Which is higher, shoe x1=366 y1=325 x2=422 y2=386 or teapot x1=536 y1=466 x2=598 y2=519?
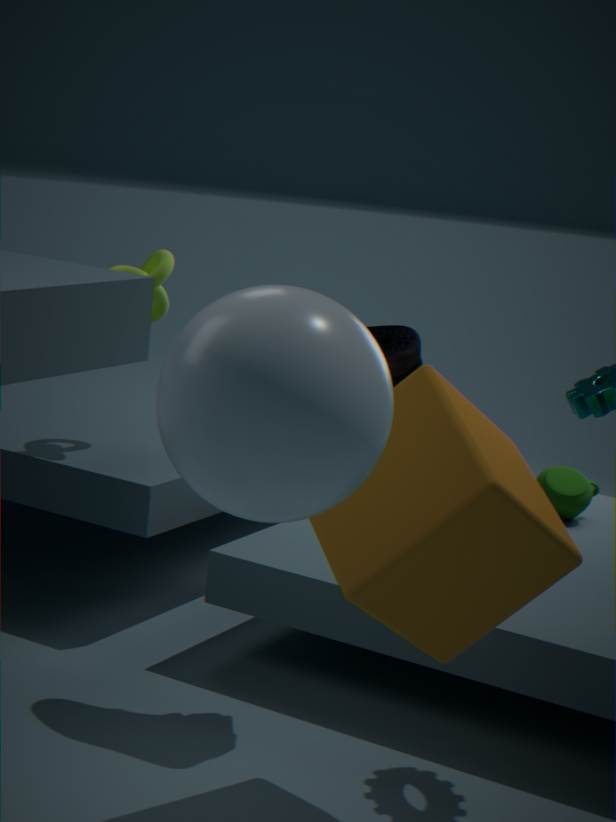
shoe x1=366 y1=325 x2=422 y2=386
